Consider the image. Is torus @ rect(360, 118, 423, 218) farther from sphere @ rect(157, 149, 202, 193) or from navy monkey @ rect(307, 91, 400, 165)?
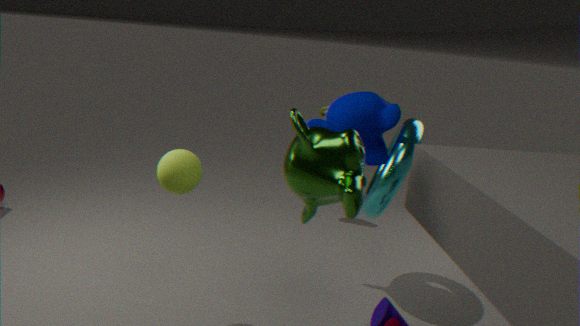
sphere @ rect(157, 149, 202, 193)
